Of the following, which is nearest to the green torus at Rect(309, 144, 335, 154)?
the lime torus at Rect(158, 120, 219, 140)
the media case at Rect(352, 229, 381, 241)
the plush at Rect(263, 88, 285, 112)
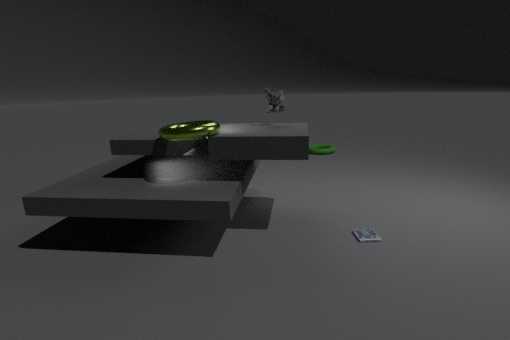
the plush at Rect(263, 88, 285, 112)
